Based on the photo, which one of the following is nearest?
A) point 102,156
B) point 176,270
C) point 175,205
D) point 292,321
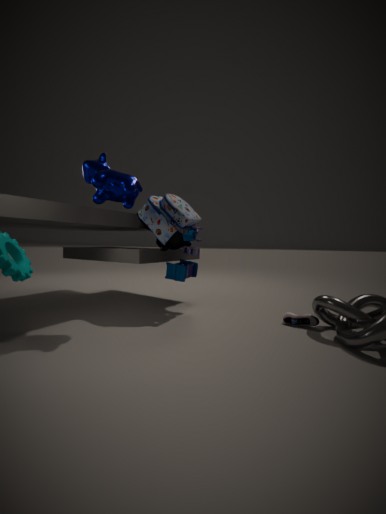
point 292,321
